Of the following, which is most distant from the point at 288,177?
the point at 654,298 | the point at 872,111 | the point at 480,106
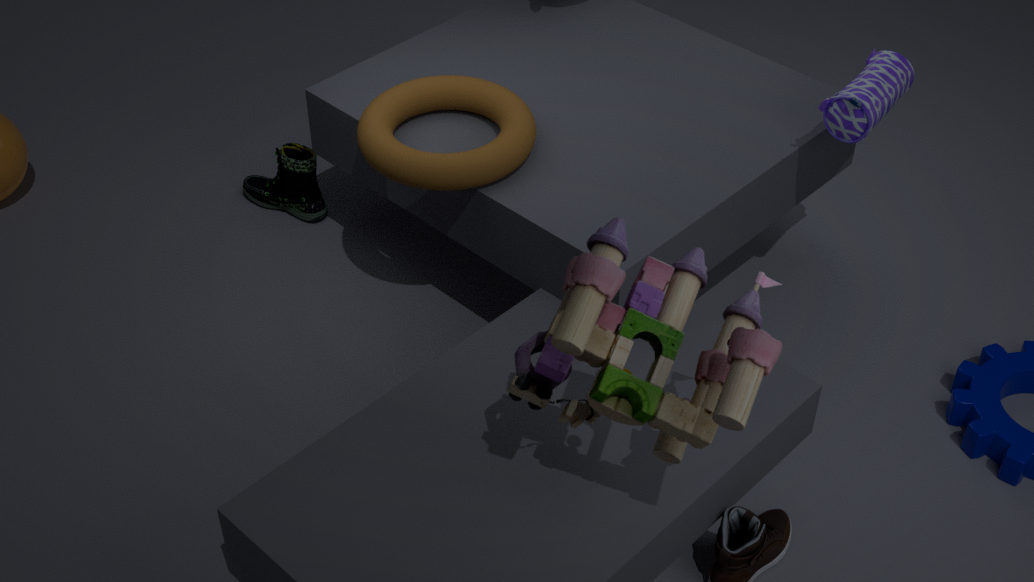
the point at 654,298
